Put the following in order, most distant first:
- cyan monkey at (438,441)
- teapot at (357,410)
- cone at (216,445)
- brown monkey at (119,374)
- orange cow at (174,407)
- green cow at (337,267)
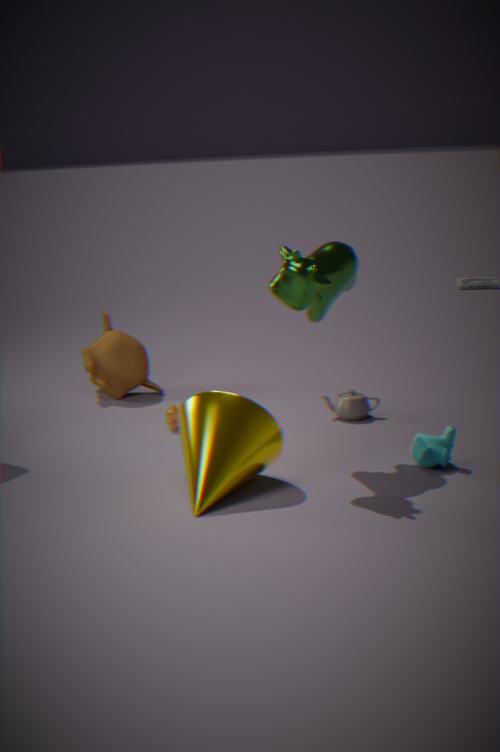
brown monkey at (119,374)
teapot at (357,410)
orange cow at (174,407)
cyan monkey at (438,441)
green cow at (337,267)
cone at (216,445)
